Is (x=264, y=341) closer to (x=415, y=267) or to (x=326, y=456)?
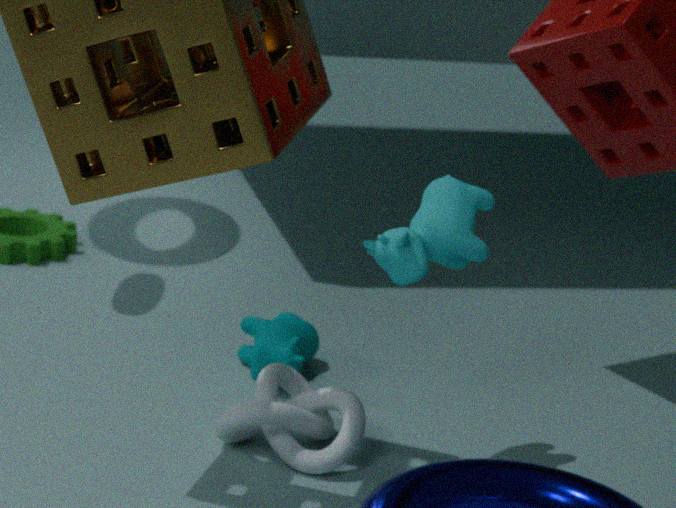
(x=326, y=456)
